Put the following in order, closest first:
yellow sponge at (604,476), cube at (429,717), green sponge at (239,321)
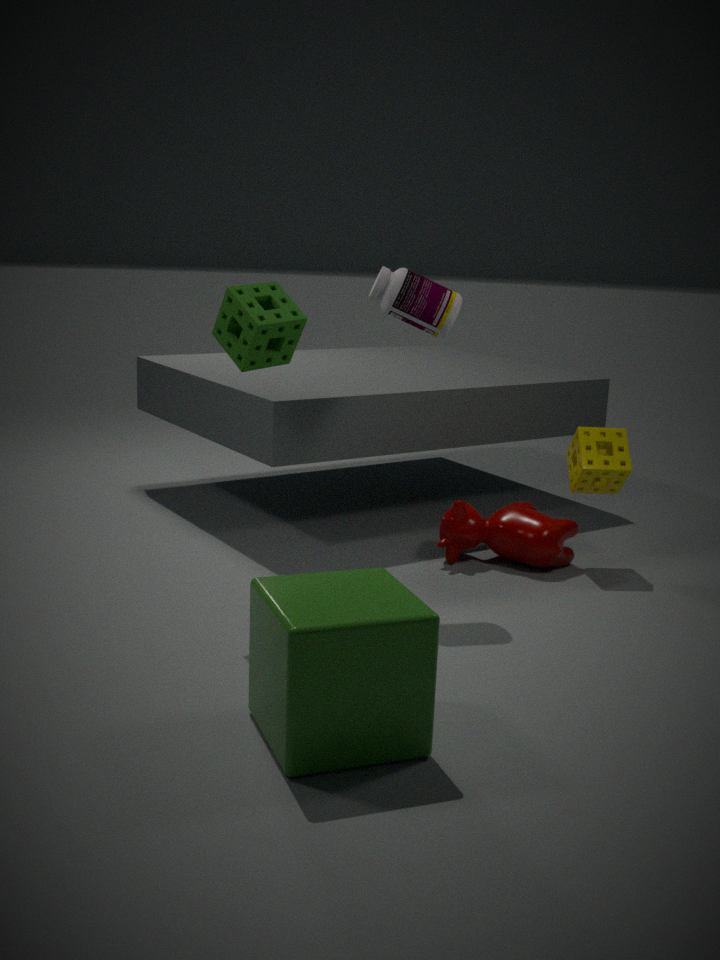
cube at (429,717) → green sponge at (239,321) → yellow sponge at (604,476)
